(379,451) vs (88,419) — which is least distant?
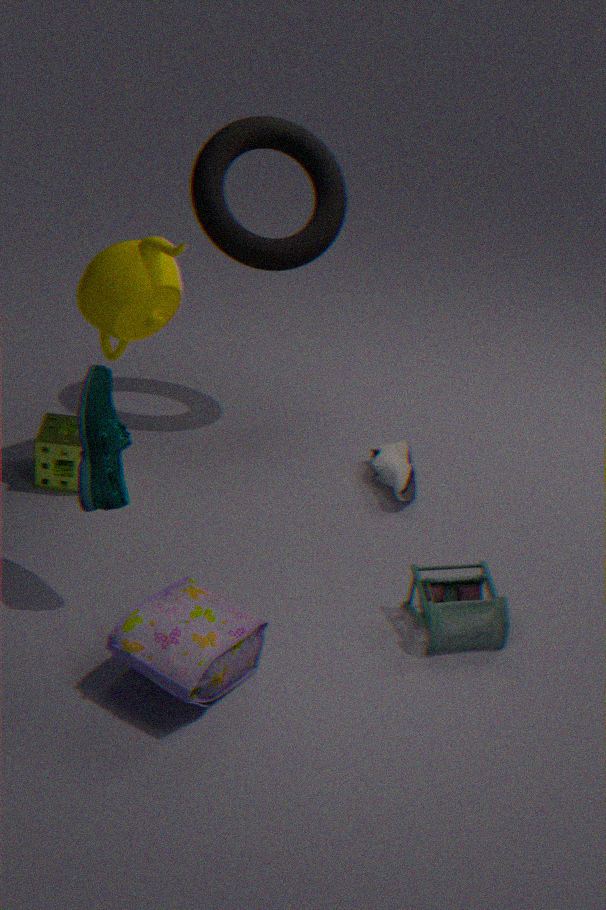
(88,419)
